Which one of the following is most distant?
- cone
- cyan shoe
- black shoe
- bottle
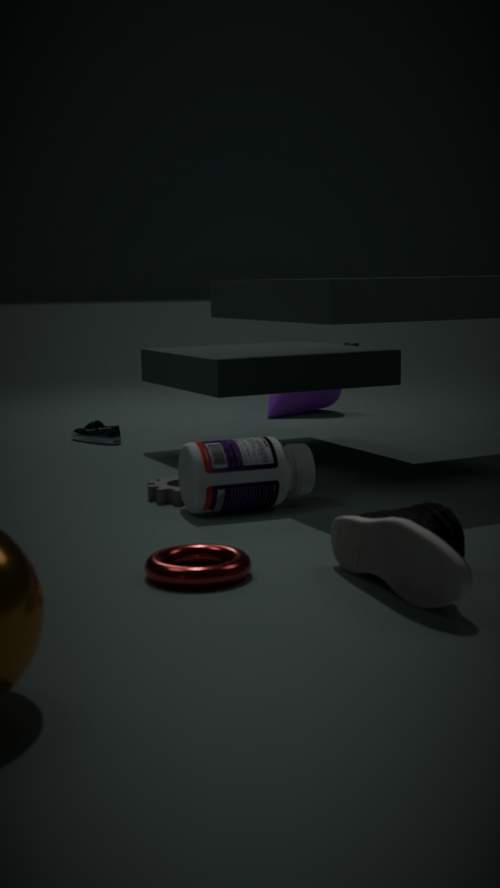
cone
